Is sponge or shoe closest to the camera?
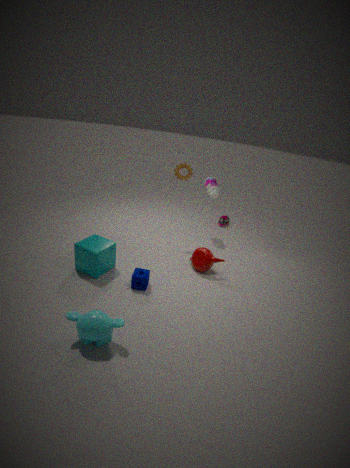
sponge
